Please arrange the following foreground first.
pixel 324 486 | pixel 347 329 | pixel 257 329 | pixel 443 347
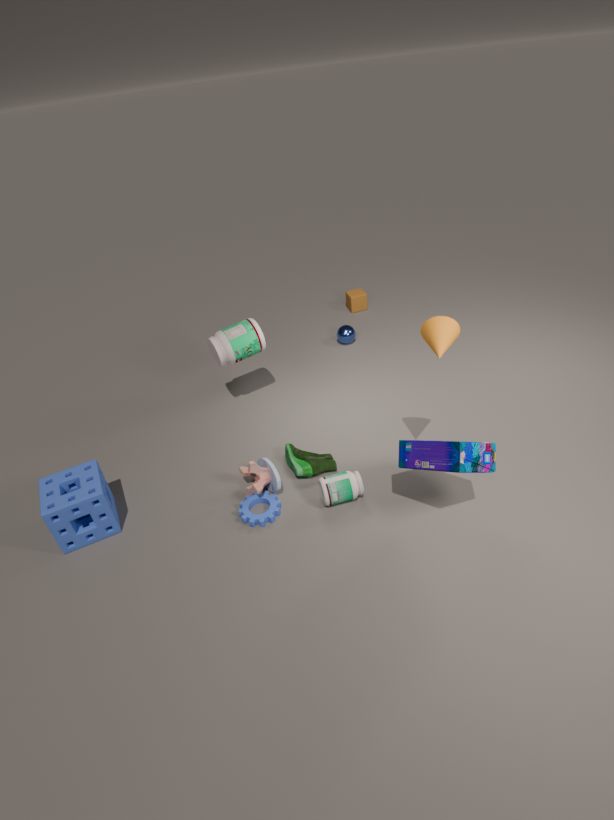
1. pixel 443 347
2. pixel 324 486
3. pixel 257 329
4. pixel 347 329
